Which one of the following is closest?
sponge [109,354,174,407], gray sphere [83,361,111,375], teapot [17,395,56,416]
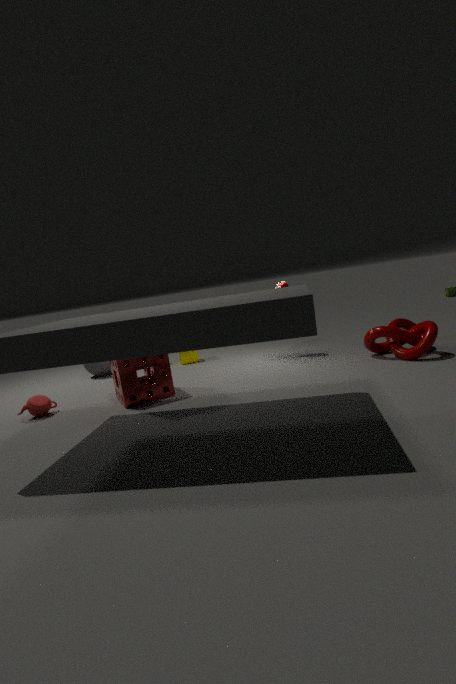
sponge [109,354,174,407]
